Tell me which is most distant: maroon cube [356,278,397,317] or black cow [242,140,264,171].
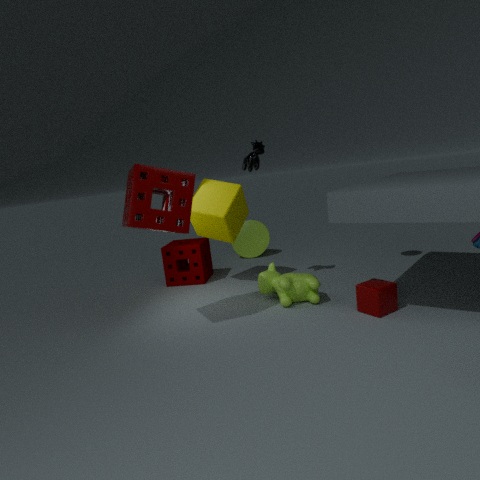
black cow [242,140,264,171]
